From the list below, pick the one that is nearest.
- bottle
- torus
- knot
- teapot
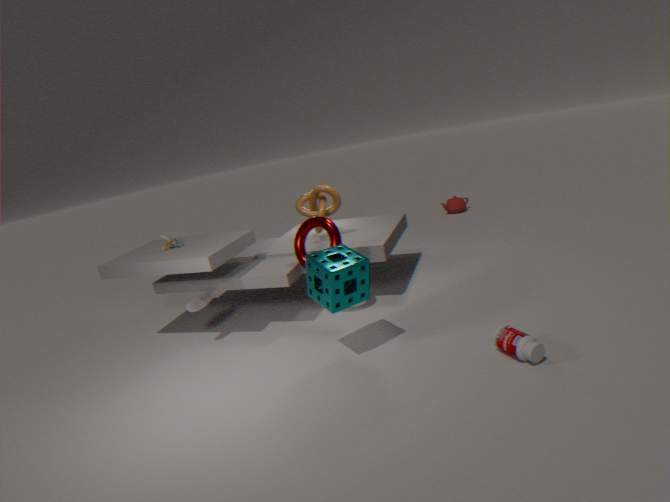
bottle
